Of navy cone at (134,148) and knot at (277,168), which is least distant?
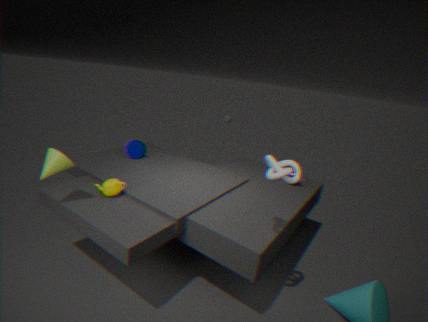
knot at (277,168)
